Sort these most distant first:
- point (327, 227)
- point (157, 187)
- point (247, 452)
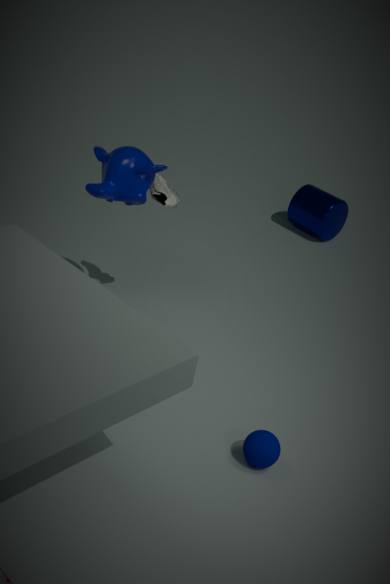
point (327, 227), point (157, 187), point (247, 452)
